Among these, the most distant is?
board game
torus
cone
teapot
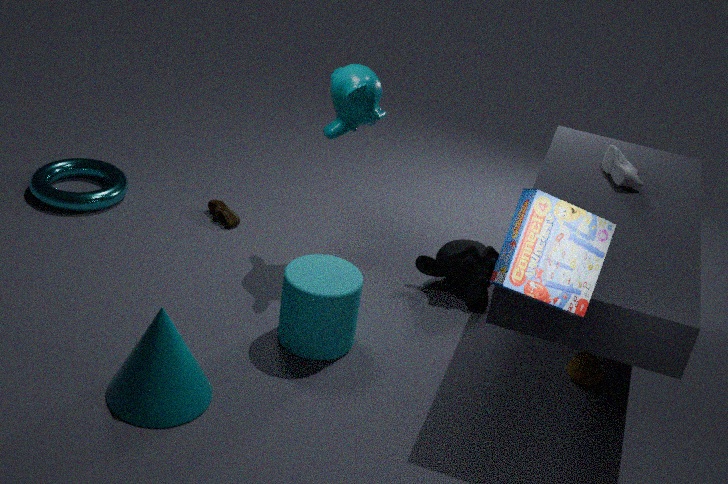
torus
